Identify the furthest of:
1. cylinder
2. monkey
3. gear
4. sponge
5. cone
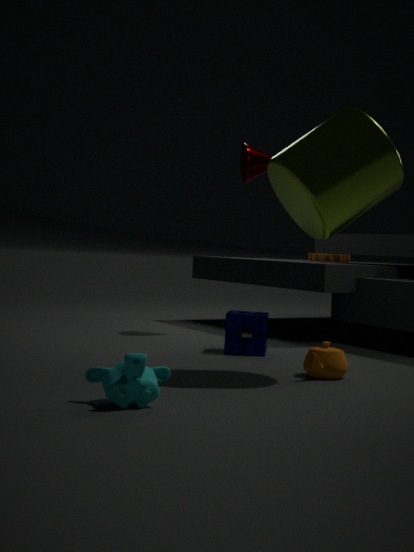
gear
